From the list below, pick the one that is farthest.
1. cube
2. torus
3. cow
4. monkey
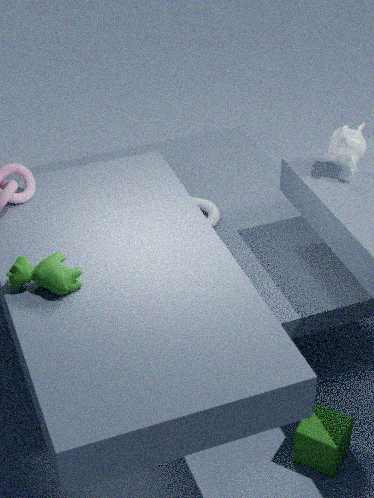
torus
